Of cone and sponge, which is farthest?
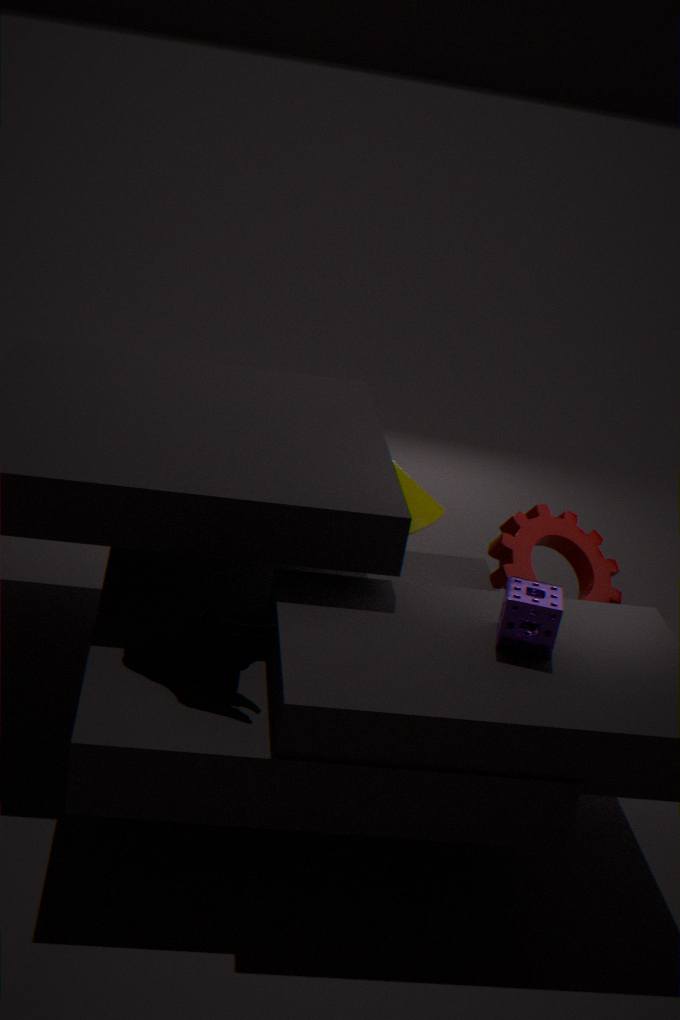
cone
